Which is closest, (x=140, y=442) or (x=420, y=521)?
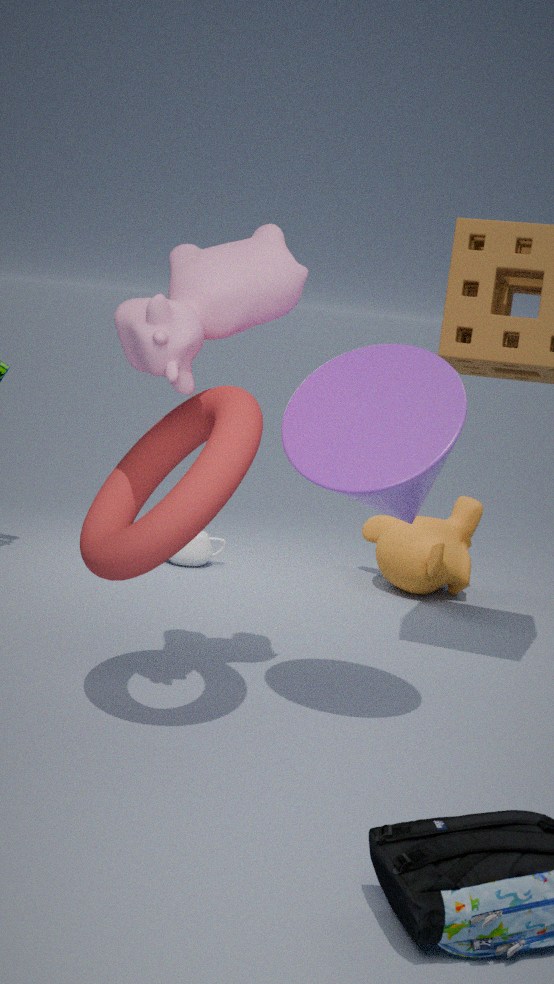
(x=140, y=442)
